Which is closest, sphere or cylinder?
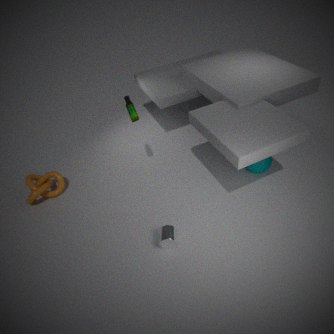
cylinder
